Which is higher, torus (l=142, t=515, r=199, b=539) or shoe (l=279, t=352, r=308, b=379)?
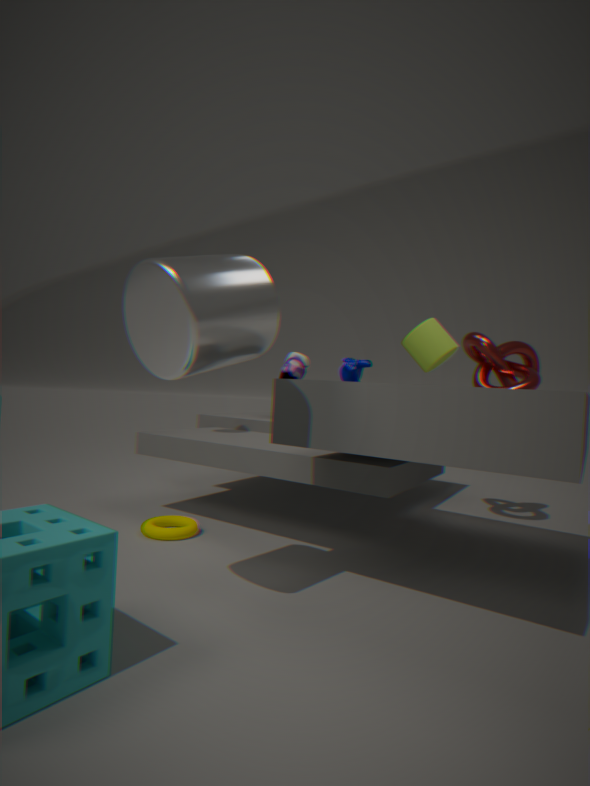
shoe (l=279, t=352, r=308, b=379)
